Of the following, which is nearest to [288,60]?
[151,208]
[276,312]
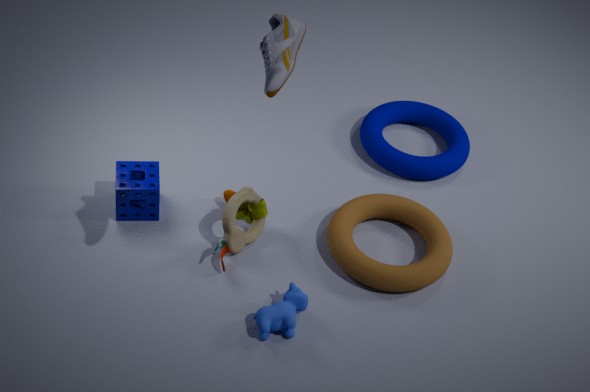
[276,312]
